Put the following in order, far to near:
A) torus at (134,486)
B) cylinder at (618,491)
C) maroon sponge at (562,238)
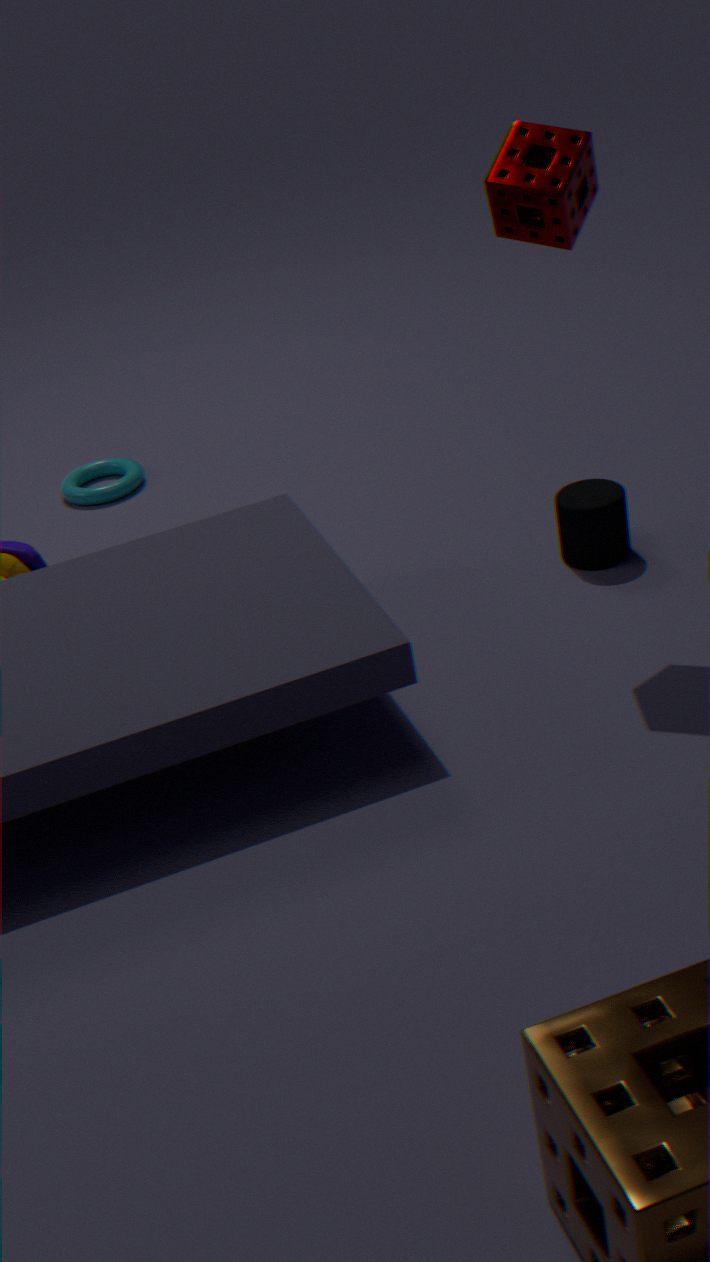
torus at (134,486) < cylinder at (618,491) < maroon sponge at (562,238)
